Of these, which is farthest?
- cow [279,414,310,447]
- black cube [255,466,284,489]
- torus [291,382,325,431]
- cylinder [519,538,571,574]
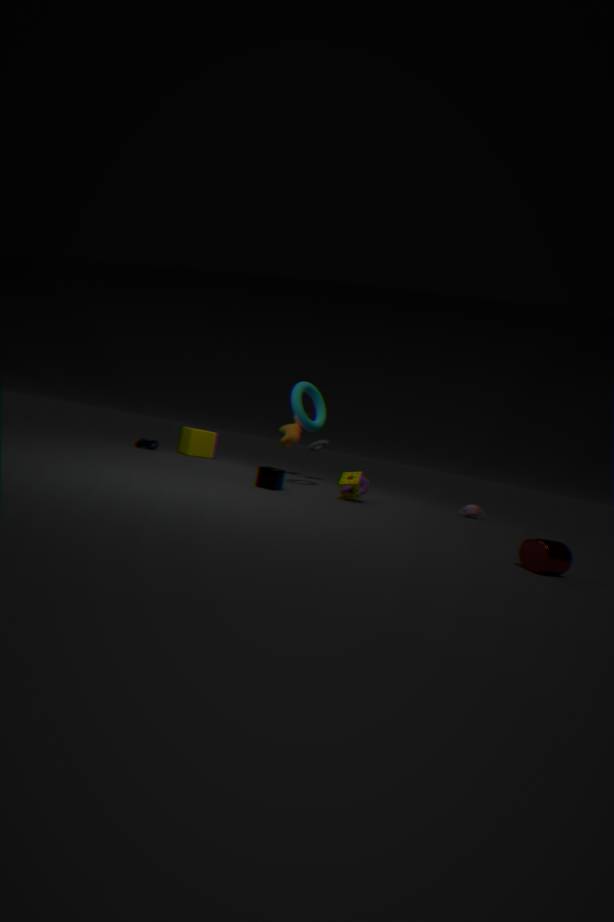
cow [279,414,310,447]
